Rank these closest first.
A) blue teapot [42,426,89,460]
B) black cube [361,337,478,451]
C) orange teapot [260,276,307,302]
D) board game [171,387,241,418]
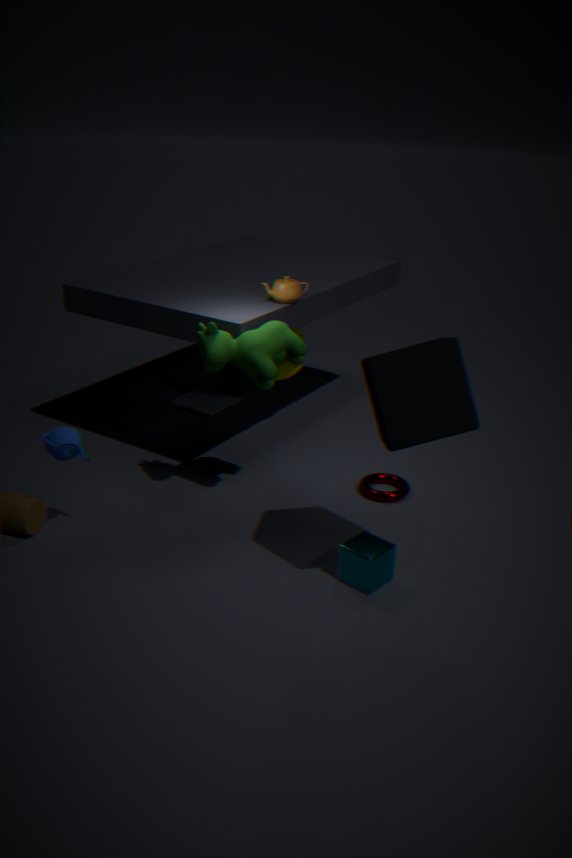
1. black cube [361,337,478,451]
2. blue teapot [42,426,89,460]
3. orange teapot [260,276,307,302]
4. board game [171,387,241,418]
